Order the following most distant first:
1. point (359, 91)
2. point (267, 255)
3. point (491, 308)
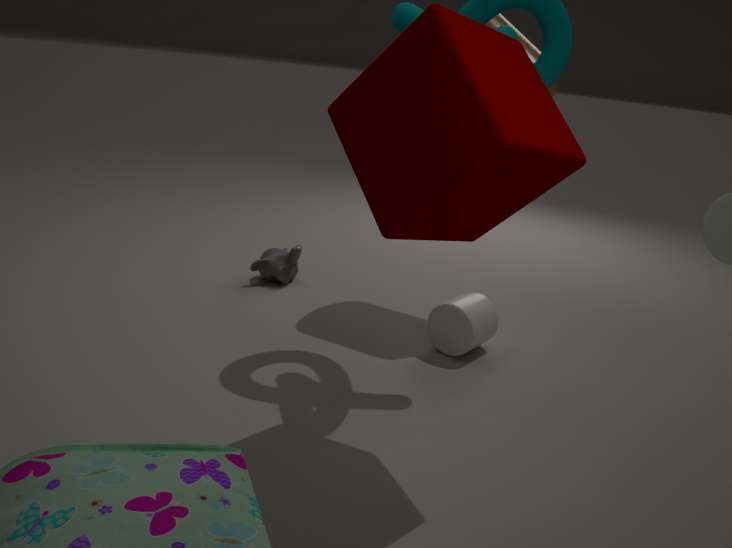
point (267, 255)
point (491, 308)
point (359, 91)
